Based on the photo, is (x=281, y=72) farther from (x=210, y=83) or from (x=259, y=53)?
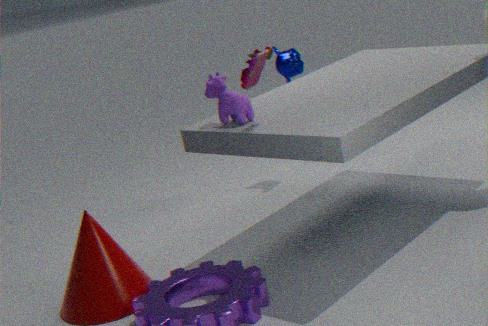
(x=259, y=53)
